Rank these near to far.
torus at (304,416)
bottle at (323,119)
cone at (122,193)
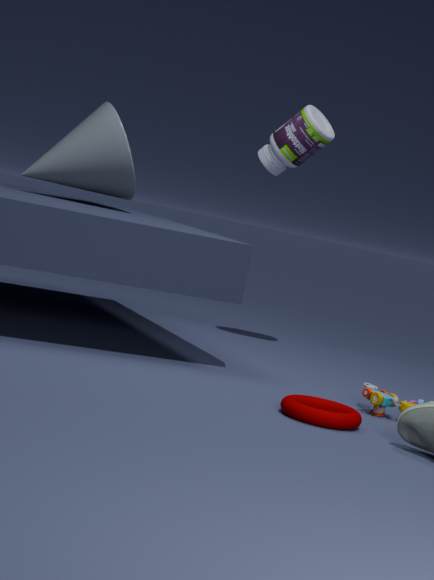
torus at (304,416) → cone at (122,193) → bottle at (323,119)
